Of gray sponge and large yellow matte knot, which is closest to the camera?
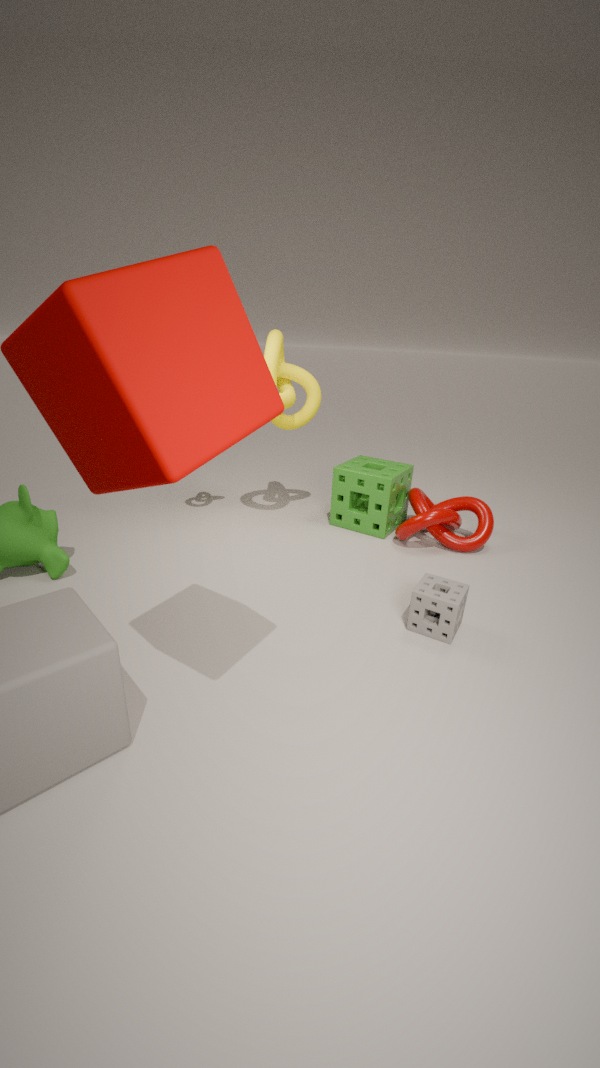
gray sponge
